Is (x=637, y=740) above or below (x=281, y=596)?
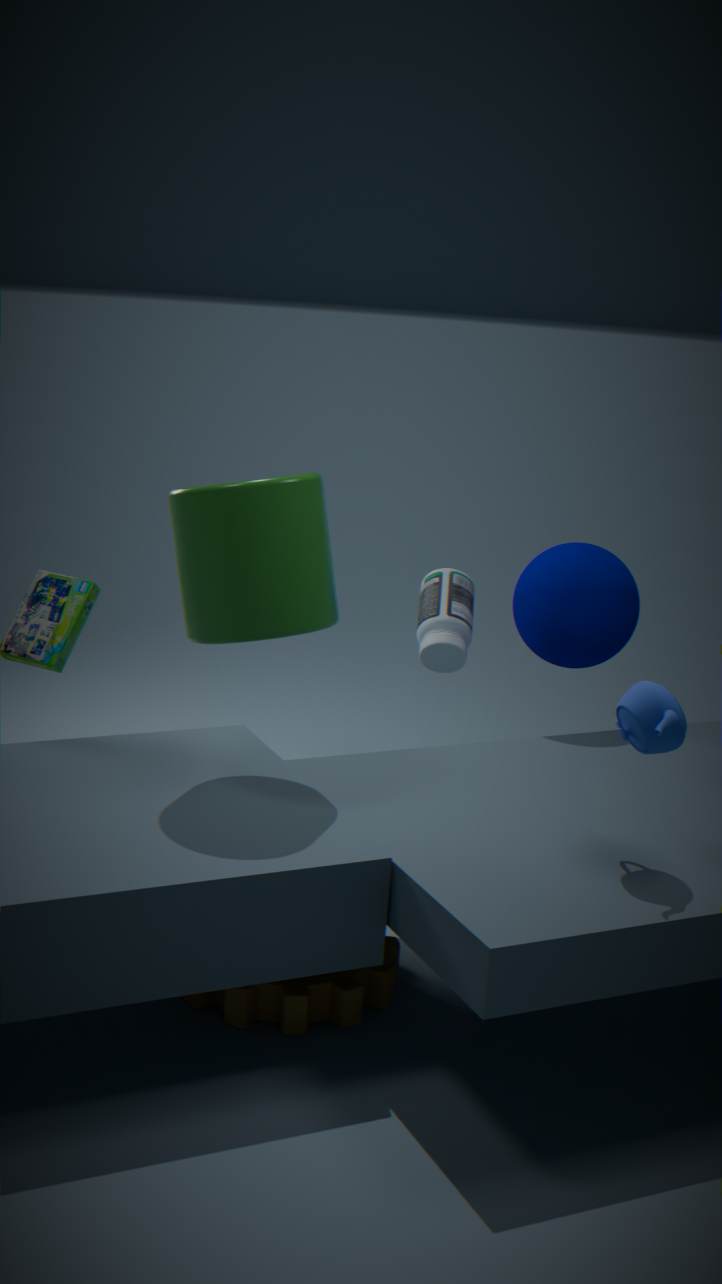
below
